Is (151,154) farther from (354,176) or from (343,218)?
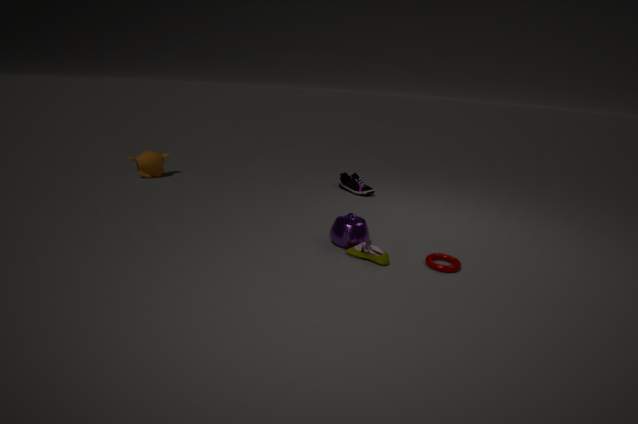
(343,218)
